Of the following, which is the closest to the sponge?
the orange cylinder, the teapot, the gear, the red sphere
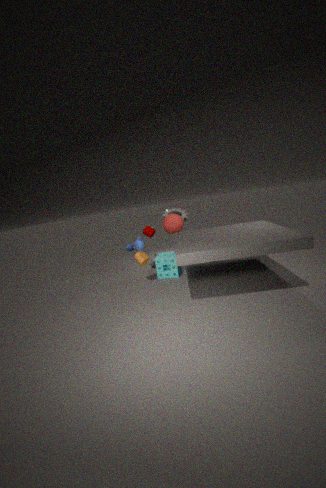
the orange cylinder
